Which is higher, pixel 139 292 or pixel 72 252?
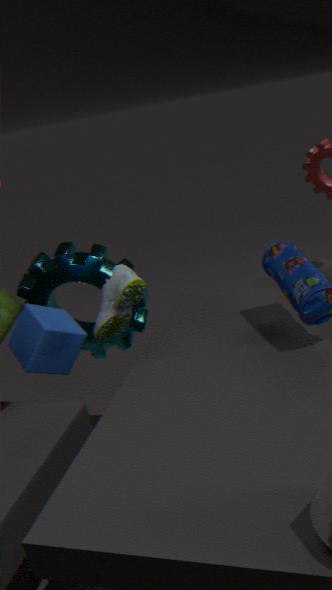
pixel 139 292
